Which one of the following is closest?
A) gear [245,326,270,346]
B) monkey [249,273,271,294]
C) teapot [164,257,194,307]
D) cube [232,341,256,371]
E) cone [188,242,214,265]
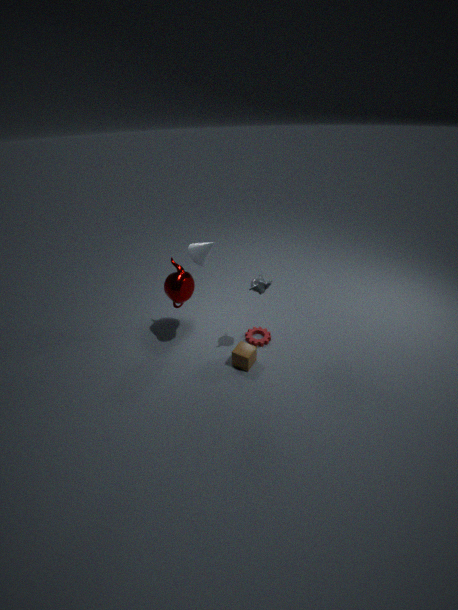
cone [188,242,214,265]
